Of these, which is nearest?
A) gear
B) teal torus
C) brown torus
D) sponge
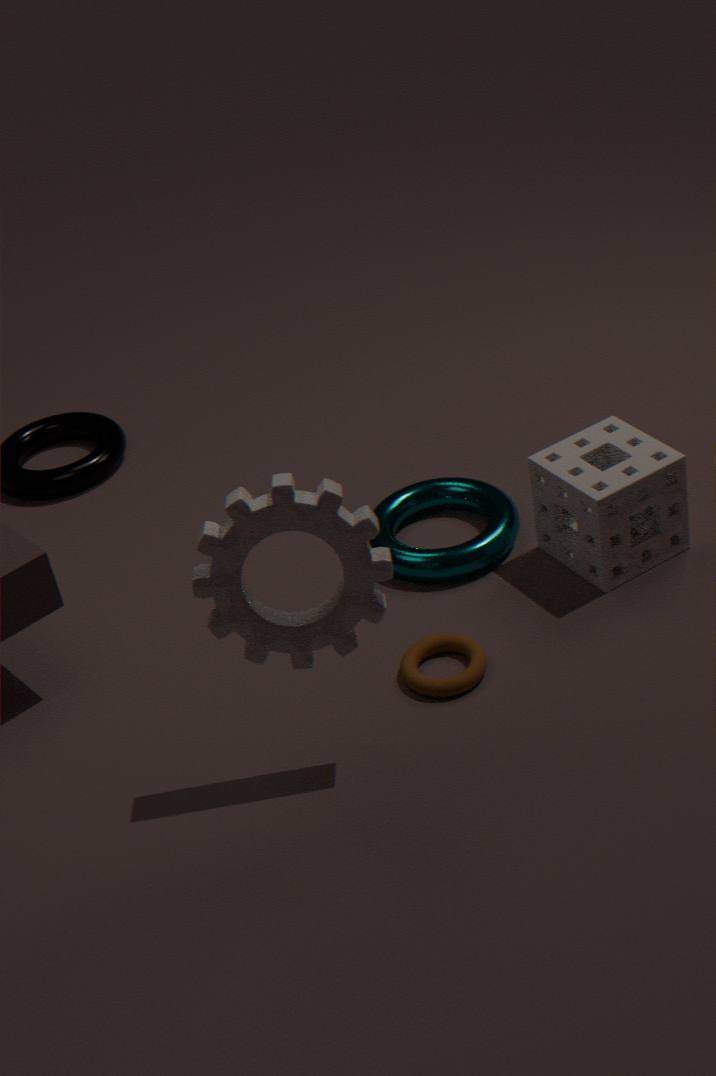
gear
